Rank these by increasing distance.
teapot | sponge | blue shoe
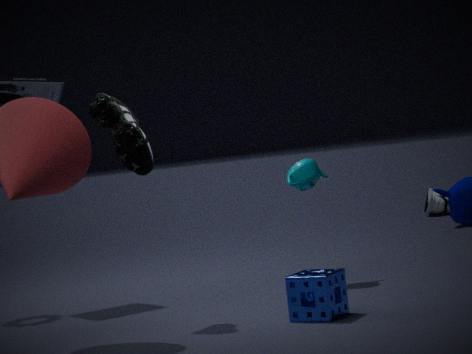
1. sponge
2. teapot
3. blue shoe
